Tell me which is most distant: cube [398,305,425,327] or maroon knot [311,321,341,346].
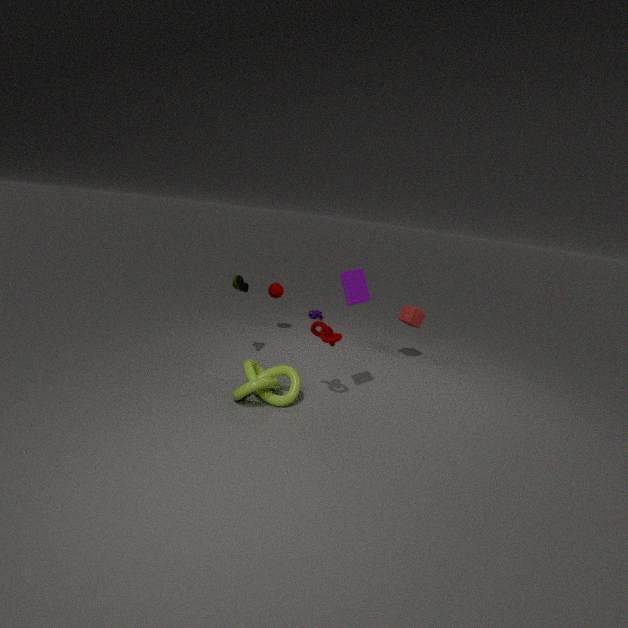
cube [398,305,425,327]
